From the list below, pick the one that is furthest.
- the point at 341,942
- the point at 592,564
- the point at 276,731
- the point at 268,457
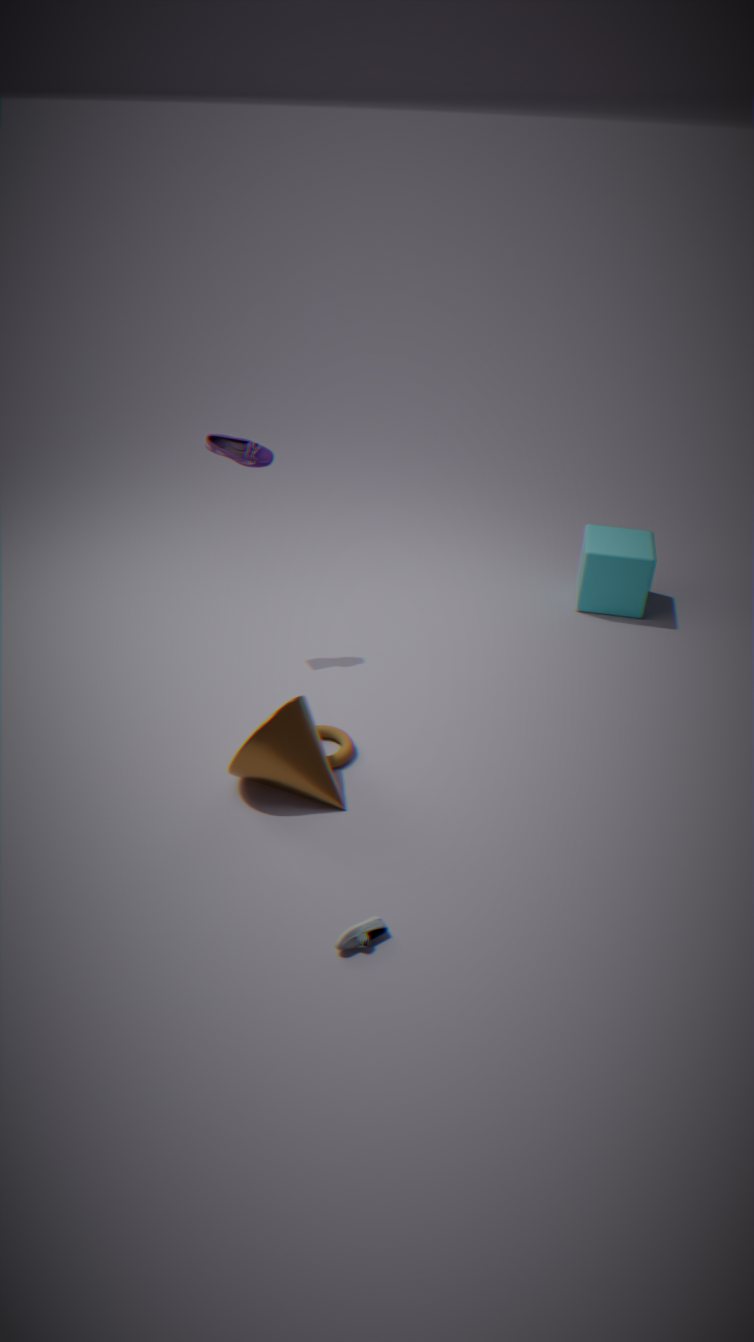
the point at 592,564
